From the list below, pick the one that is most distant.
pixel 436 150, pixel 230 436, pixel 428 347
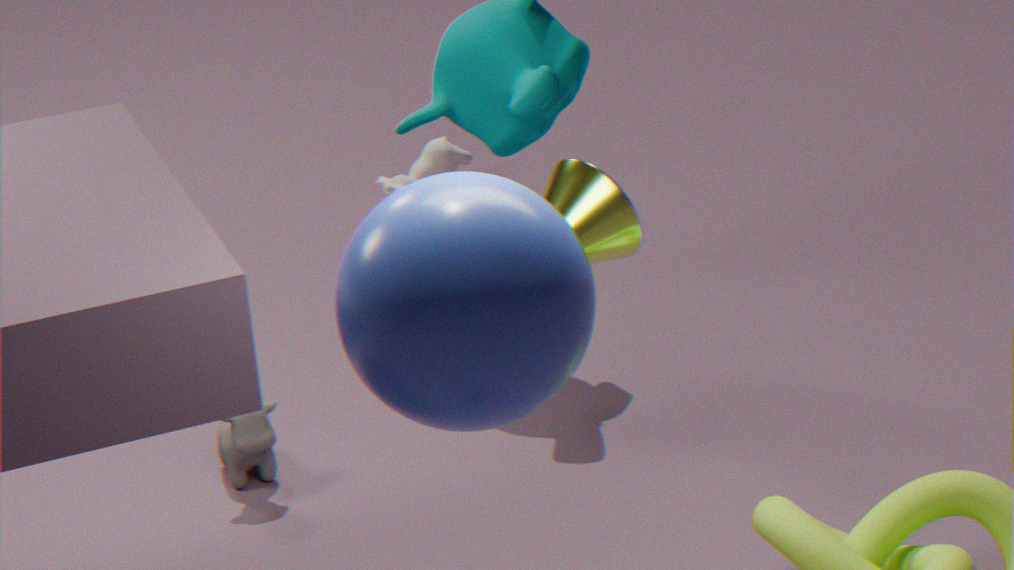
pixel 436 150
